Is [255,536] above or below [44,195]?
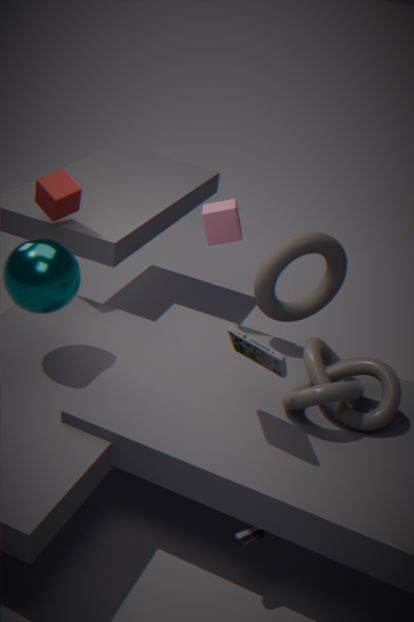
below
